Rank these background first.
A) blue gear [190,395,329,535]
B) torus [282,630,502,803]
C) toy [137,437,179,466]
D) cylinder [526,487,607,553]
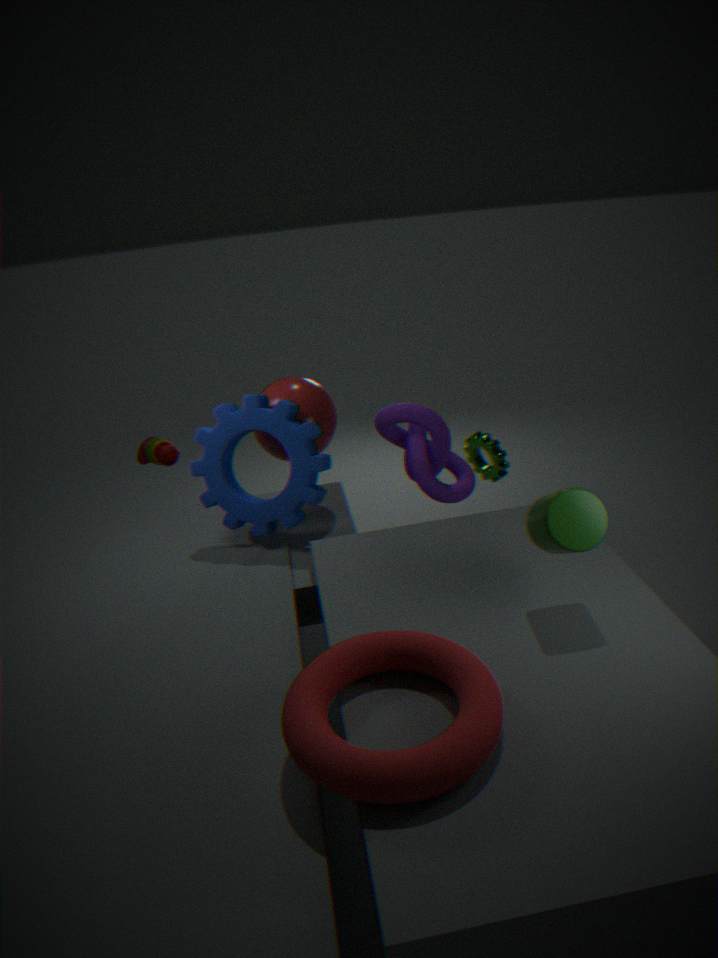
toy [137,437,179,466] → blue gear [190,395,329,535] → cylinder [526,487,607,553] → torus [282,630,502,803]
